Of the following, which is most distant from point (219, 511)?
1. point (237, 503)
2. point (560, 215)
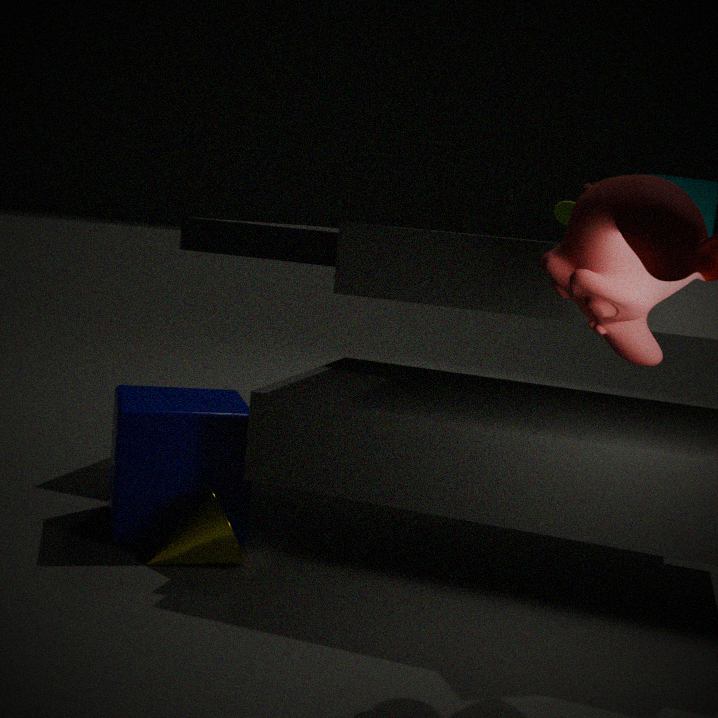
point (560, 215)
